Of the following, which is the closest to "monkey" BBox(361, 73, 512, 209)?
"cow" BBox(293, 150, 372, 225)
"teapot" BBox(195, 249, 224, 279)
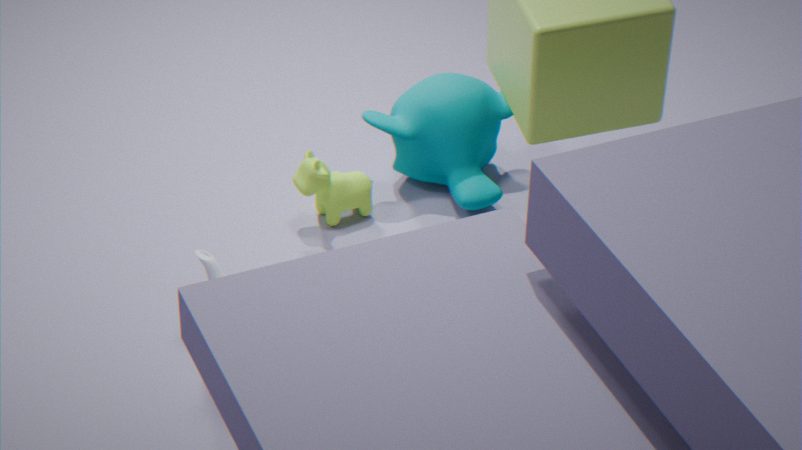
"cow" BBox(293, 150, 372, 225)
